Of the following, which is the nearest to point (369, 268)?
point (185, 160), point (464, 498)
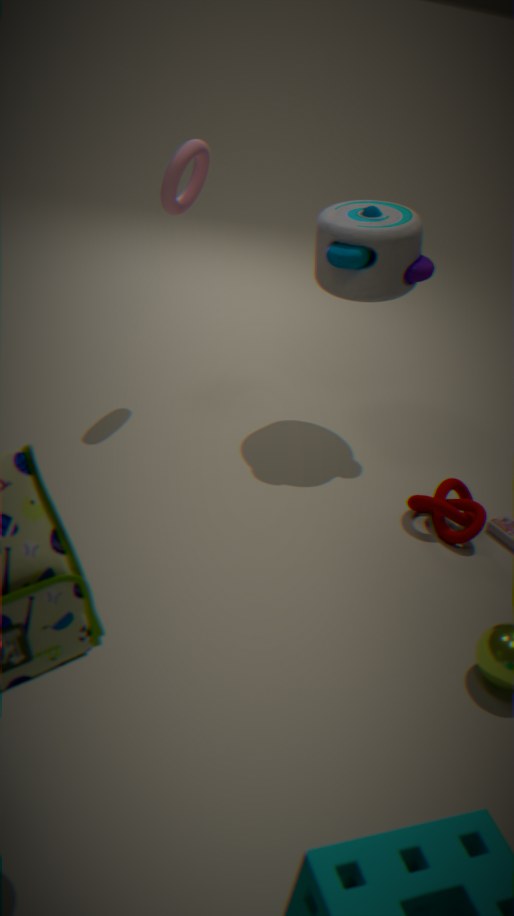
point (185, 160)
